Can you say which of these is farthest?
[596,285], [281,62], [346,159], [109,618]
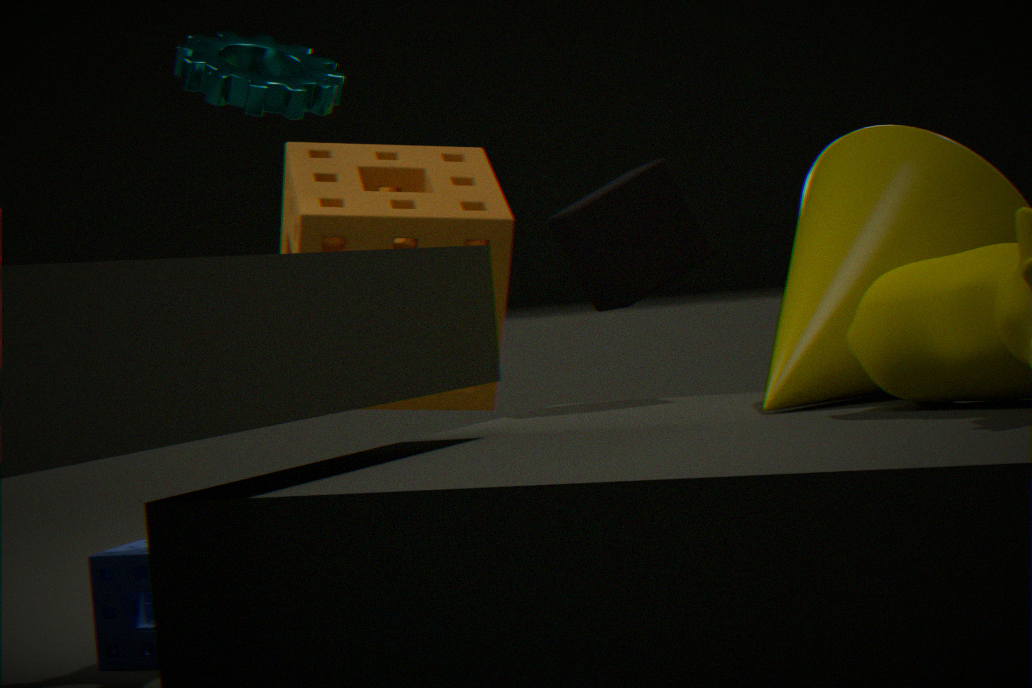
[346,159]
